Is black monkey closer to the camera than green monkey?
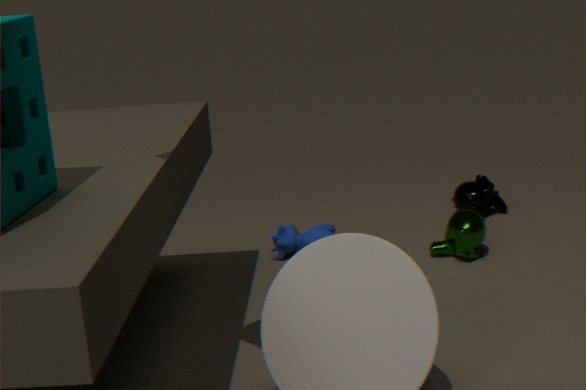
No
